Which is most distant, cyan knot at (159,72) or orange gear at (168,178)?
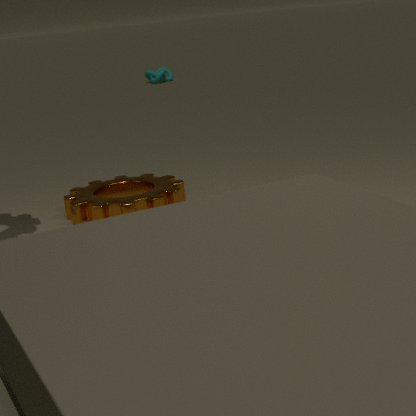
cyan knot at (159,72)
